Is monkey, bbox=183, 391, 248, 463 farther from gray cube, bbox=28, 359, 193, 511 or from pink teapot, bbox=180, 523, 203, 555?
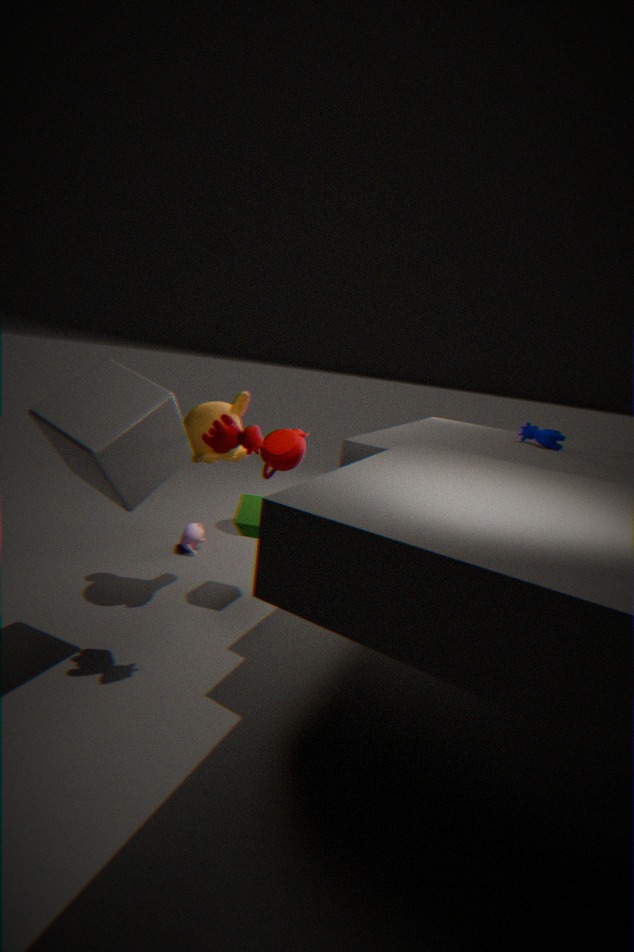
pink teapot, bbox=180, 523, 203, 555
